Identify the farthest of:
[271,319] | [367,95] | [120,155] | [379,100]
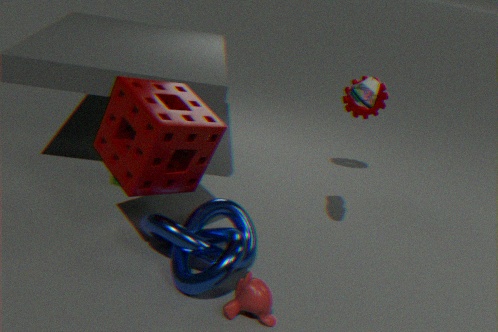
[379,100]
